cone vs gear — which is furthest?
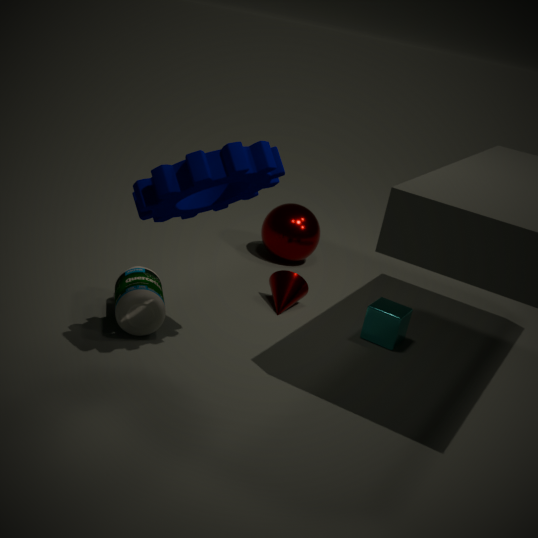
cone
